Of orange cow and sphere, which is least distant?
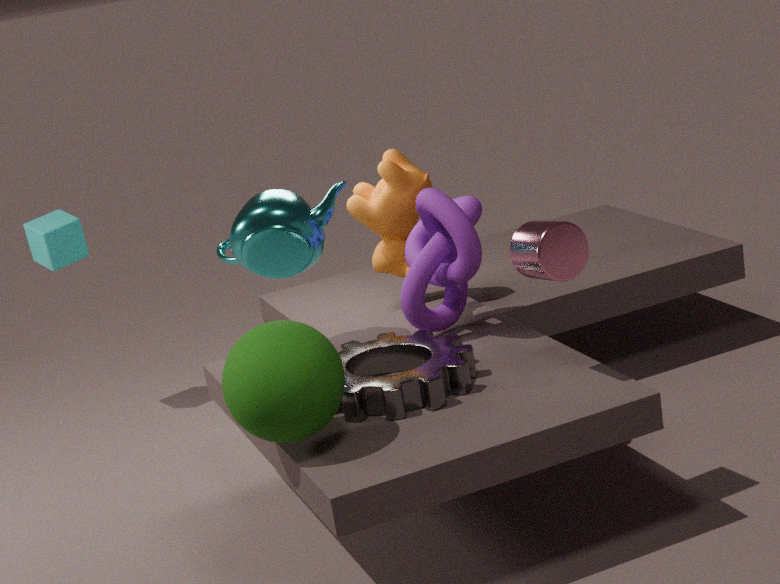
sphere
